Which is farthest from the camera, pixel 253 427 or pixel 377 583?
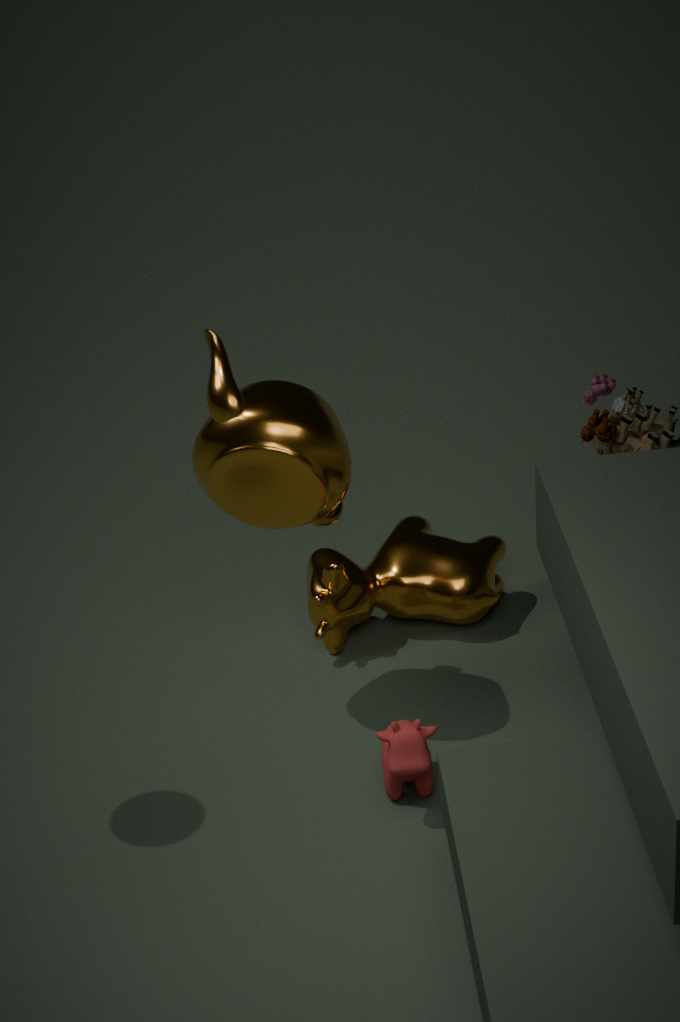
pixel 377 583
